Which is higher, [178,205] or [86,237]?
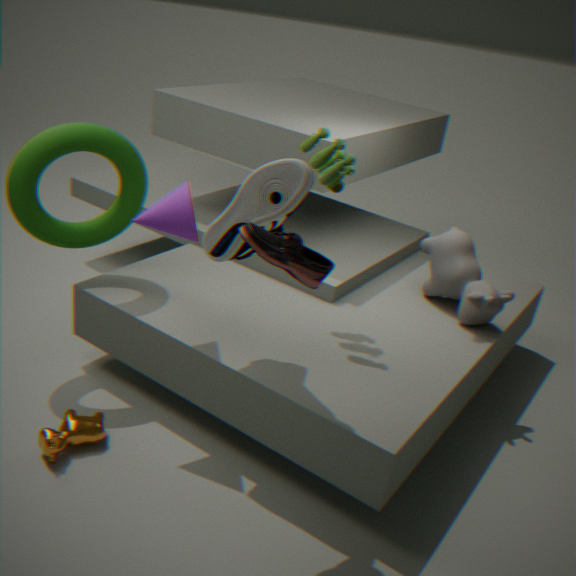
[178,205]
